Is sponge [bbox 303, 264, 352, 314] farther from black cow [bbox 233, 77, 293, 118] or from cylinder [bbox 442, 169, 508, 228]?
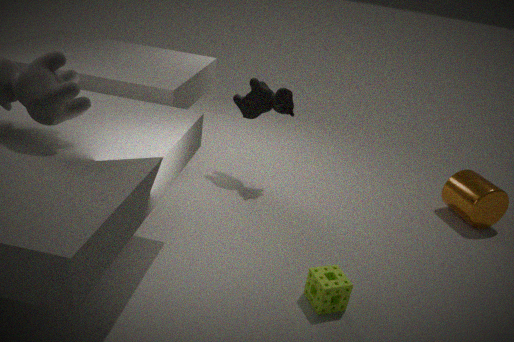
cylinder [bbox 442, 169, 508, 228]
